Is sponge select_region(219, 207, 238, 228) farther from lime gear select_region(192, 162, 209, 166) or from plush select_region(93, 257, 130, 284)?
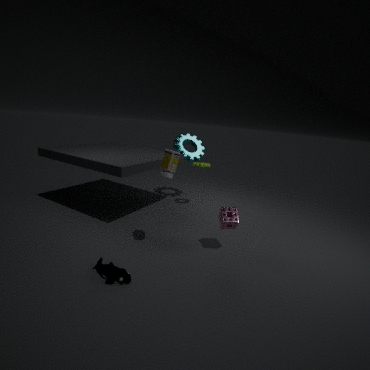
lime gear select_region(192, 162, 209, 166)
